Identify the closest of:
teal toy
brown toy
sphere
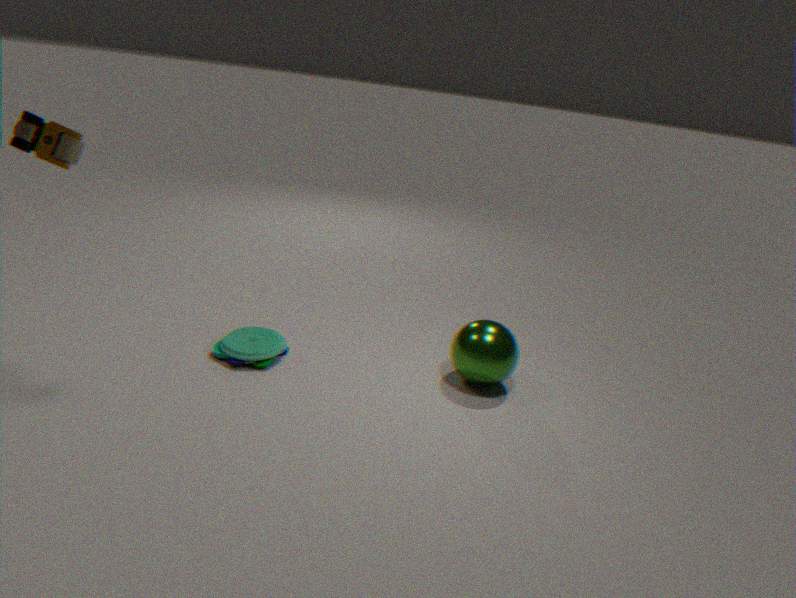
brown toy
